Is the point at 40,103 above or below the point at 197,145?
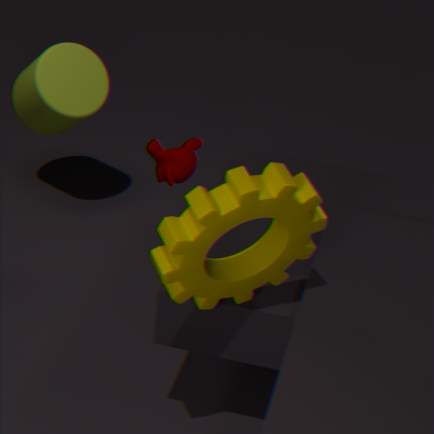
below
